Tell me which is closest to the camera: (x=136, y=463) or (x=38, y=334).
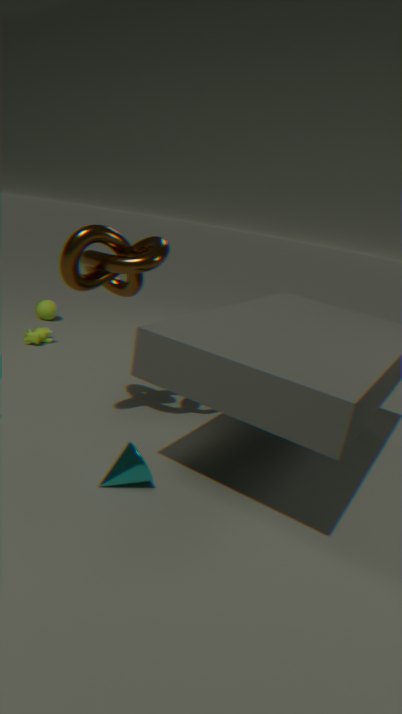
(x=136, y=463)
